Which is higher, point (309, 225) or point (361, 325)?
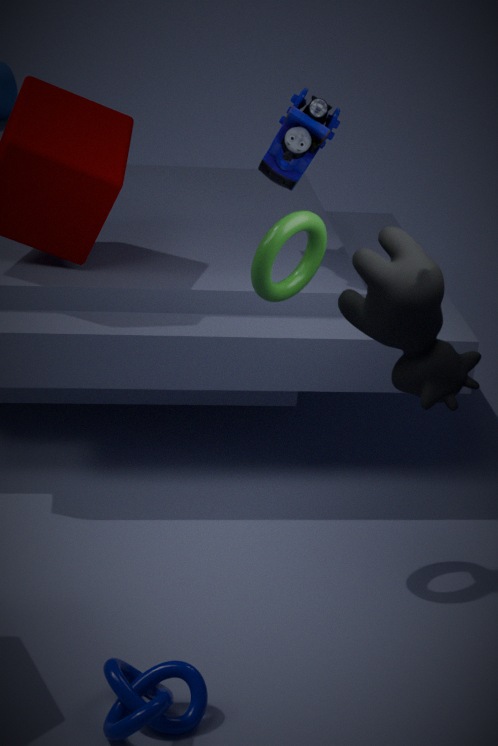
point (309, 225)
